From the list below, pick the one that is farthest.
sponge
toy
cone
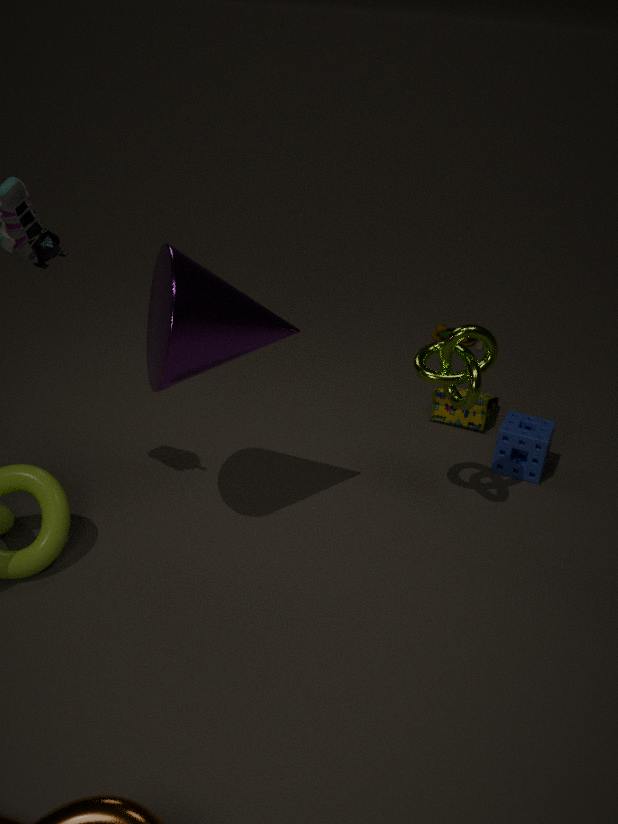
toy
